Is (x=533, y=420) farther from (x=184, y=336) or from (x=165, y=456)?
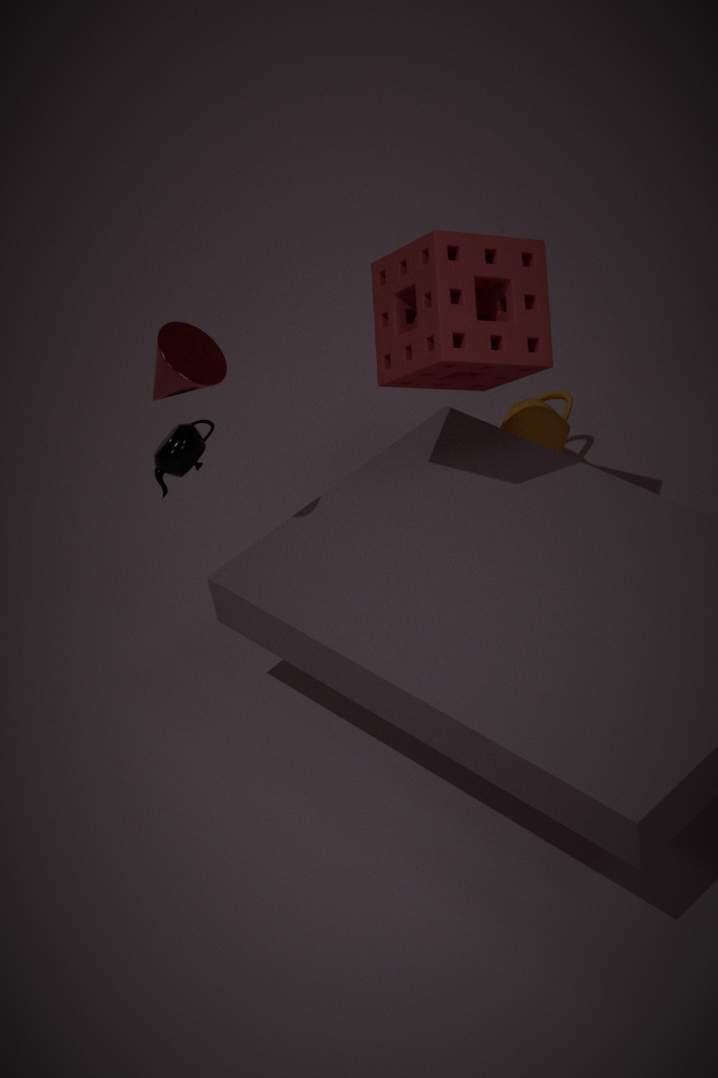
(x=184, y=336)
